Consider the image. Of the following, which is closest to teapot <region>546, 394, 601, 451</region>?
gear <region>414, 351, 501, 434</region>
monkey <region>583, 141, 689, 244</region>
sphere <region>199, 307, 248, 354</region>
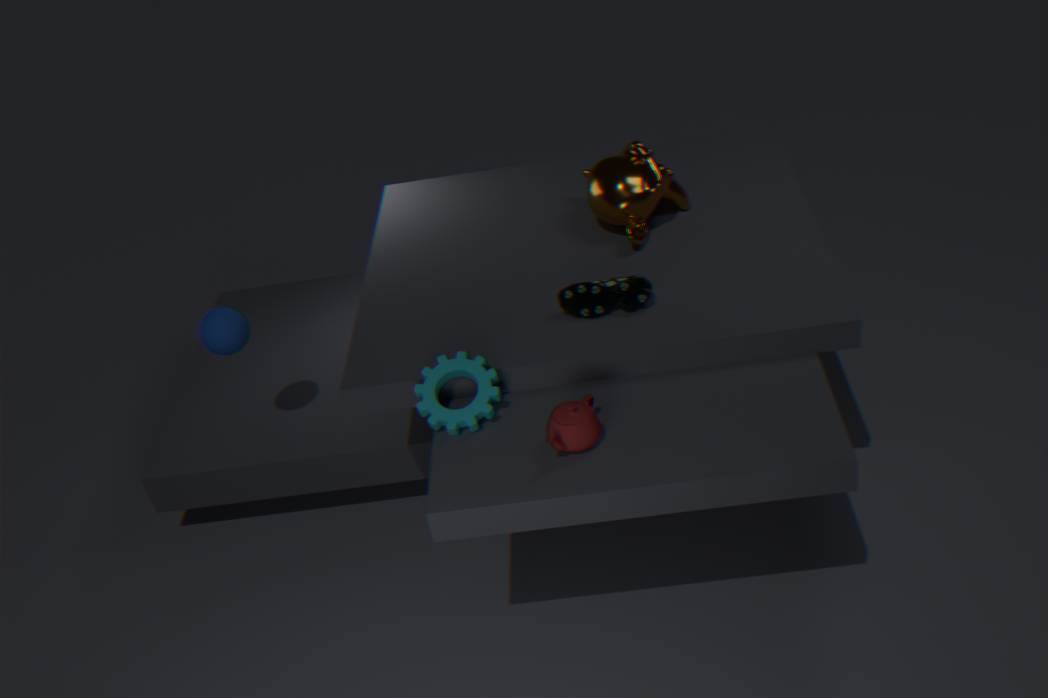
gear <region>414, 351, 501, 434</region>
